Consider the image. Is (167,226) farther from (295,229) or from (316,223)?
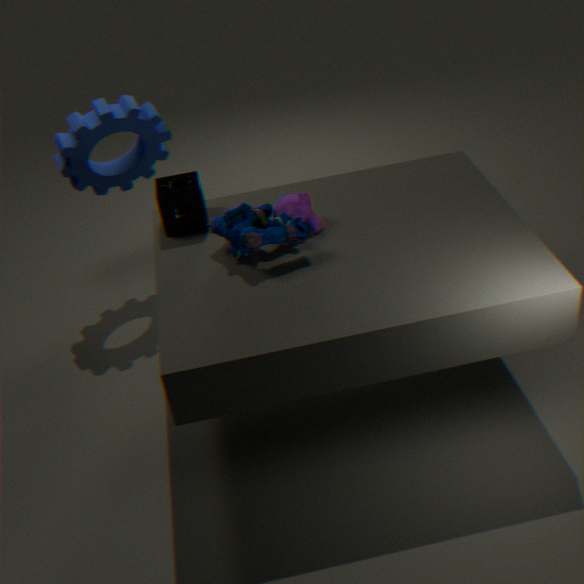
(316,223)
